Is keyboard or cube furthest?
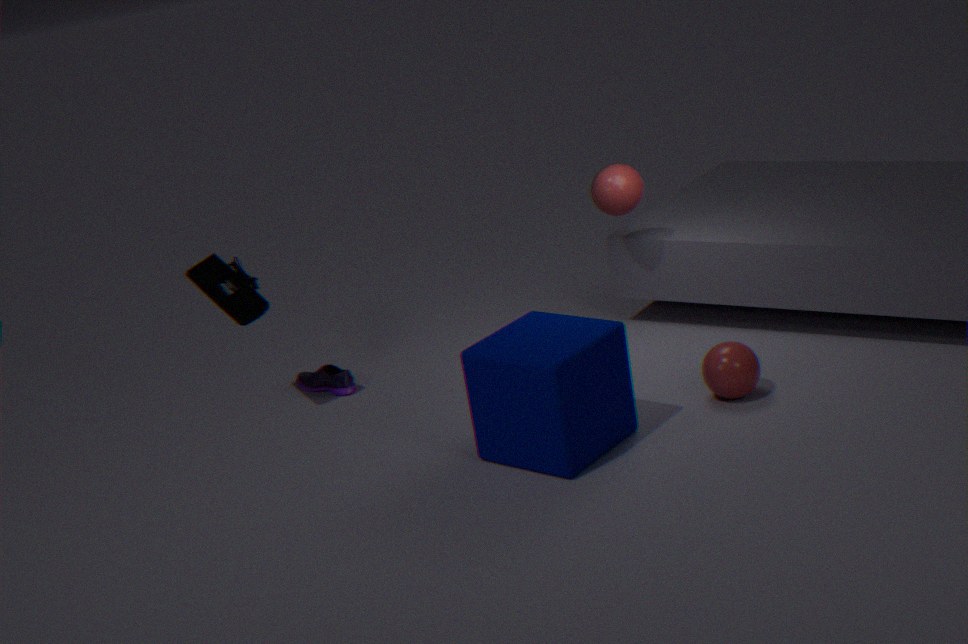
keyboard
